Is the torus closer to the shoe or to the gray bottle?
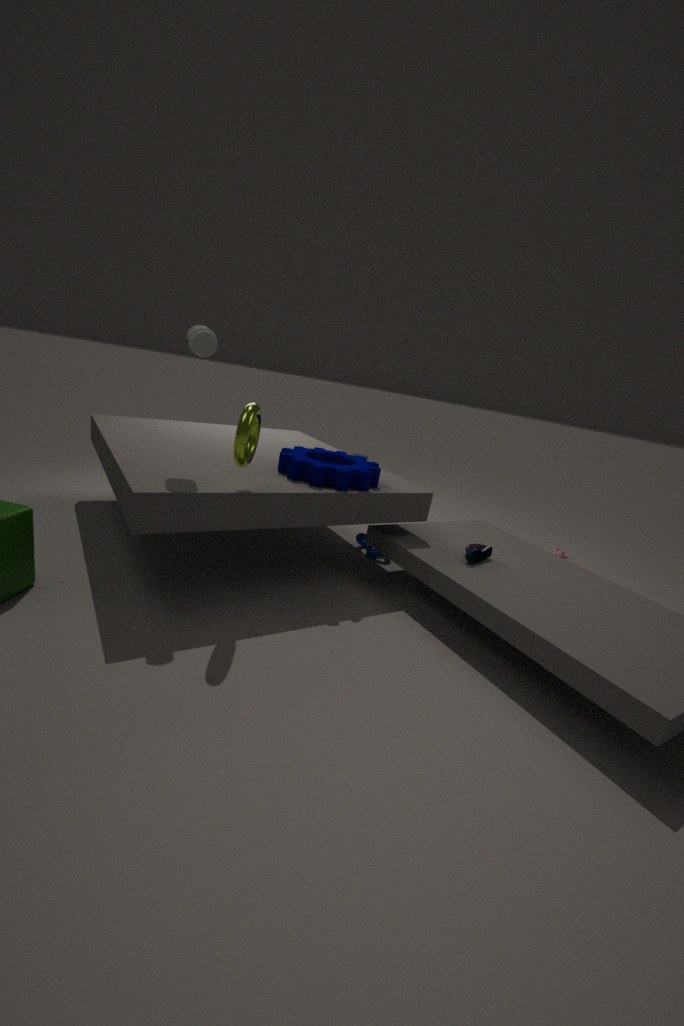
the gray bottle
